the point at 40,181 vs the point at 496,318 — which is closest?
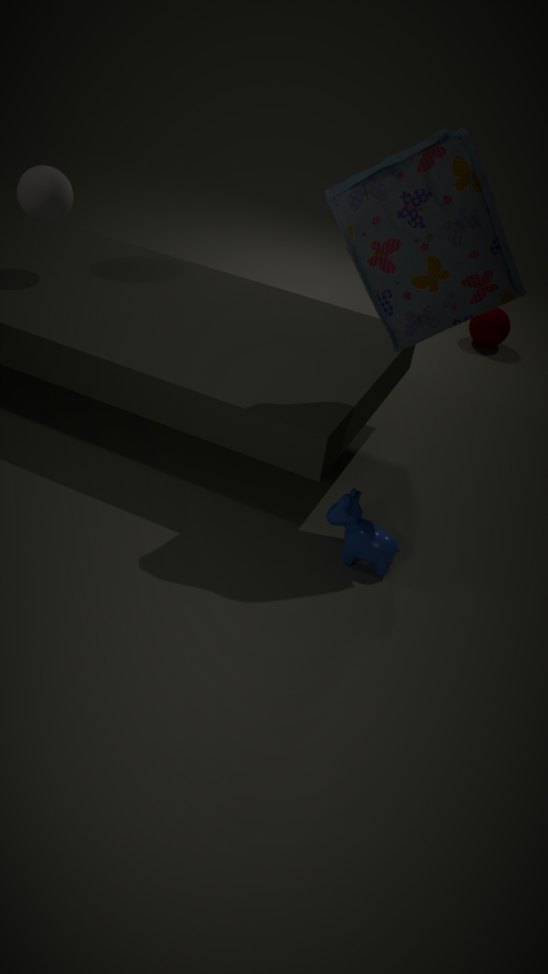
the point at 40,181
